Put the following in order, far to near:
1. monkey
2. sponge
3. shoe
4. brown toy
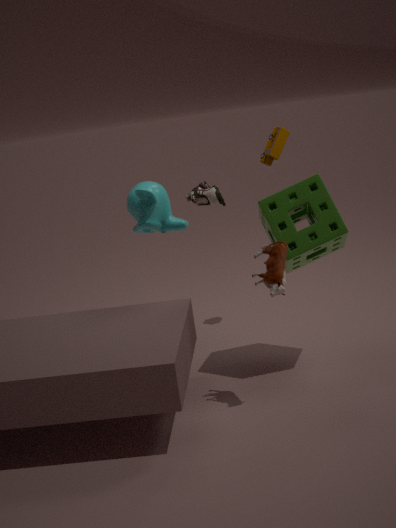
monkey < shoe < sponge < brown toy
